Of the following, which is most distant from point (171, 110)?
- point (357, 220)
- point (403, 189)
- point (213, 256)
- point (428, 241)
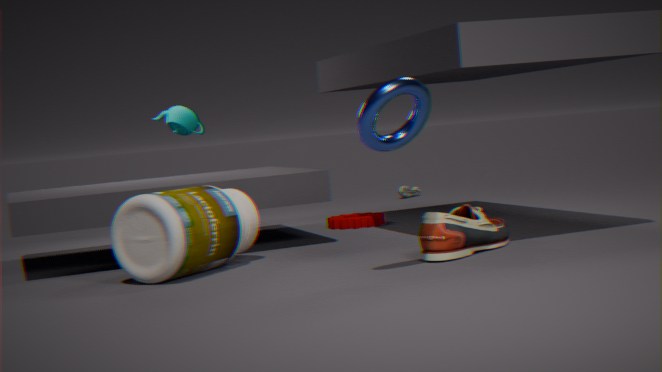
point (428, 241)
